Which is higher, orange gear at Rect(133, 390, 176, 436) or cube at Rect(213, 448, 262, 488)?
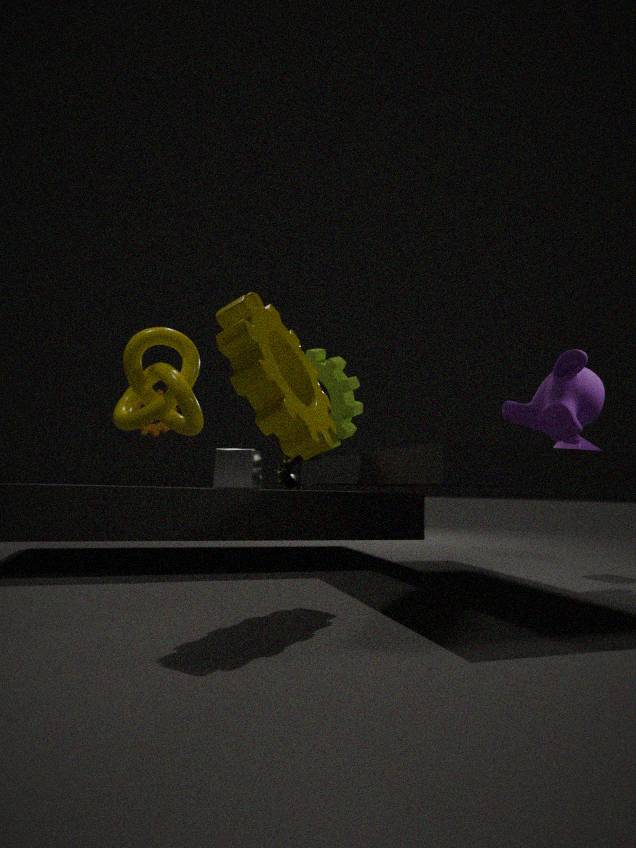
orange gear at Rect(133, 390, 176, 436)
